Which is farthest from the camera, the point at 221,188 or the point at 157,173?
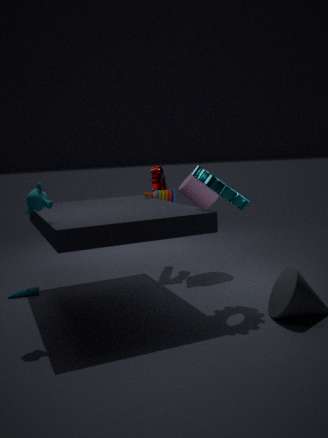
the point at 157,173
